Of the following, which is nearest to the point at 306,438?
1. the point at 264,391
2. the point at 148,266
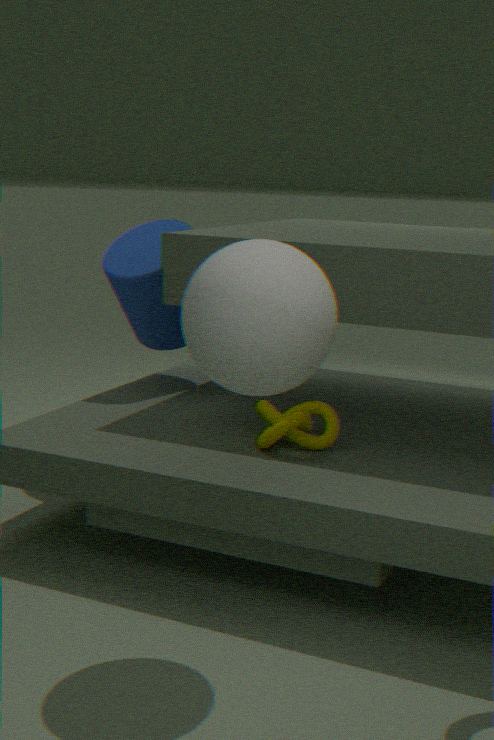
the point at 264,391
